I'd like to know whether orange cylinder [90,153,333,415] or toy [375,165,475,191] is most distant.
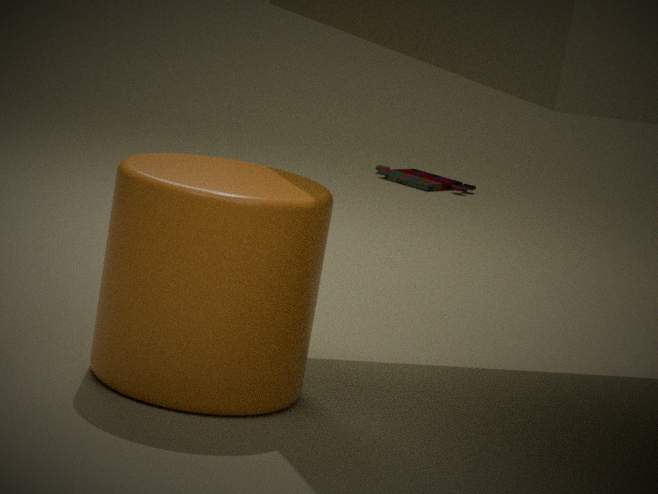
toy [375,165,475,191]
